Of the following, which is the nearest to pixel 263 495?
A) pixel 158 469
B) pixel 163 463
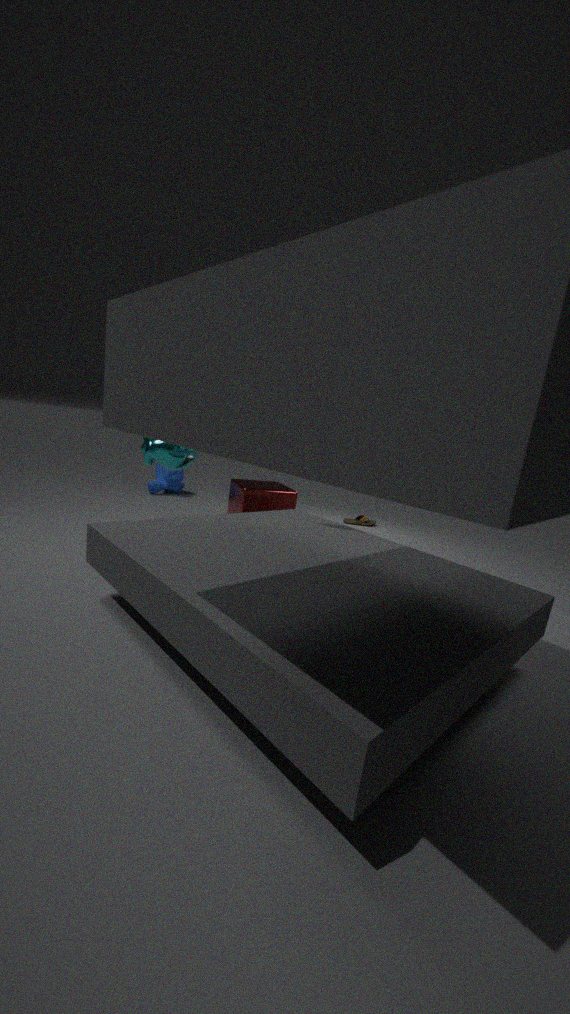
pixel 163 463
